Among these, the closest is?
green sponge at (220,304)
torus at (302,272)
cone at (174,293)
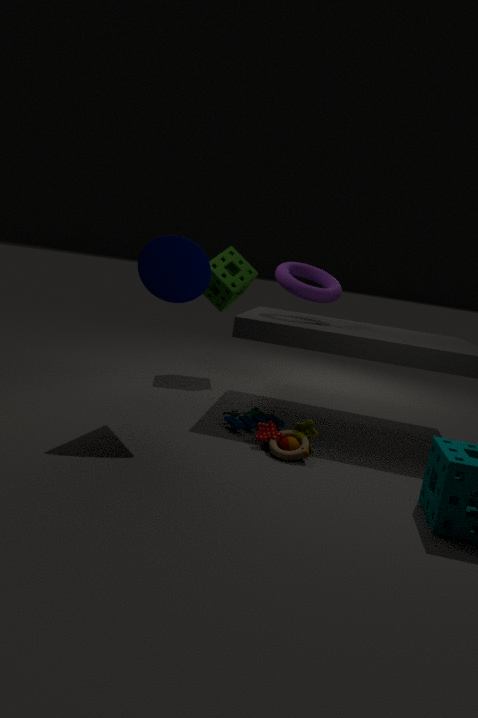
cone at (174,293)
